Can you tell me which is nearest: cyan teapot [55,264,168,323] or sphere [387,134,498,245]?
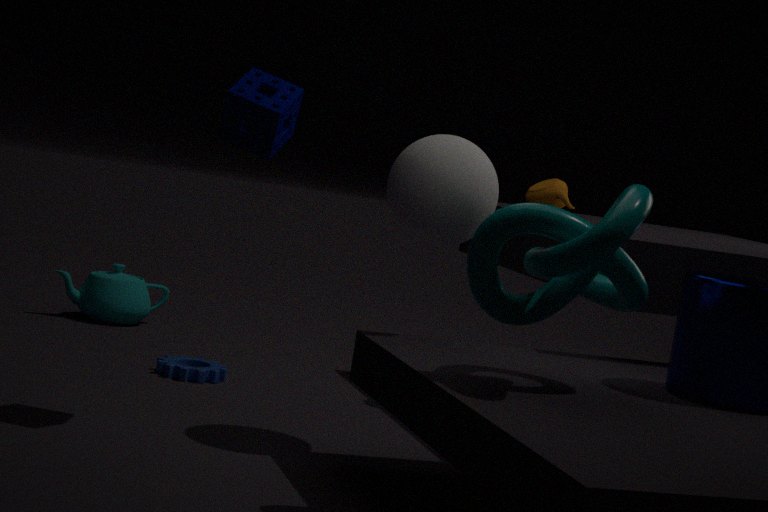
sphere [387,134,498,245]
